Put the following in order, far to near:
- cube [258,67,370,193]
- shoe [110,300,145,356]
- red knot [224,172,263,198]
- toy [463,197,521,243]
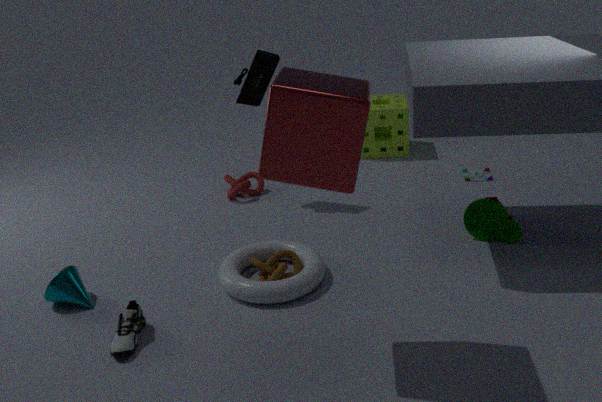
red knot [224,172,263,198] → toy [463,197,521,243] → shoe [110,300,145,356] → cube [258,67,370,193]
